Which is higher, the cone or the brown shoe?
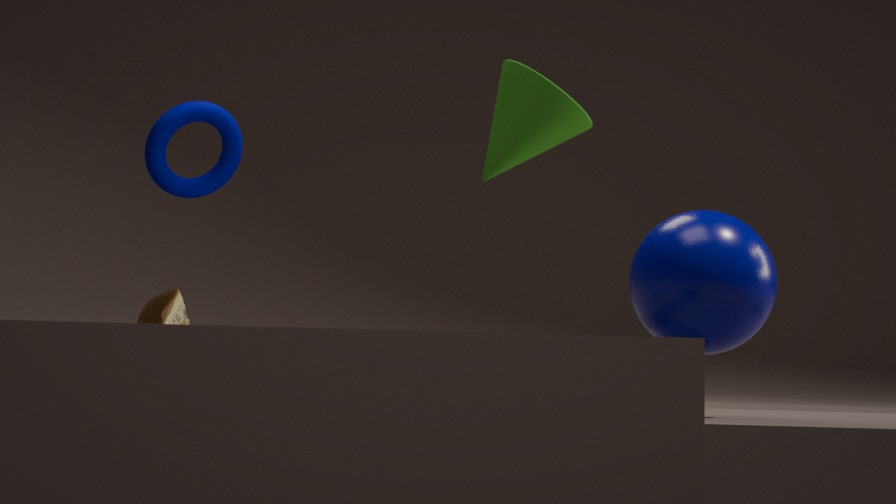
the cone
